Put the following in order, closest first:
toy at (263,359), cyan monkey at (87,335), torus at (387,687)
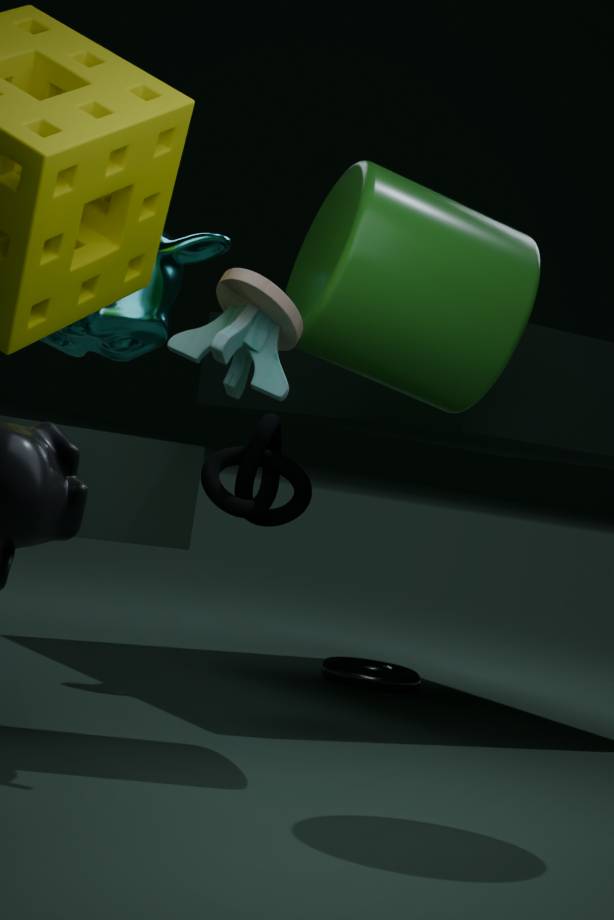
1. toy at (263,359)
2. cyan monkey at (87,335)
3. torus at (387,687)
